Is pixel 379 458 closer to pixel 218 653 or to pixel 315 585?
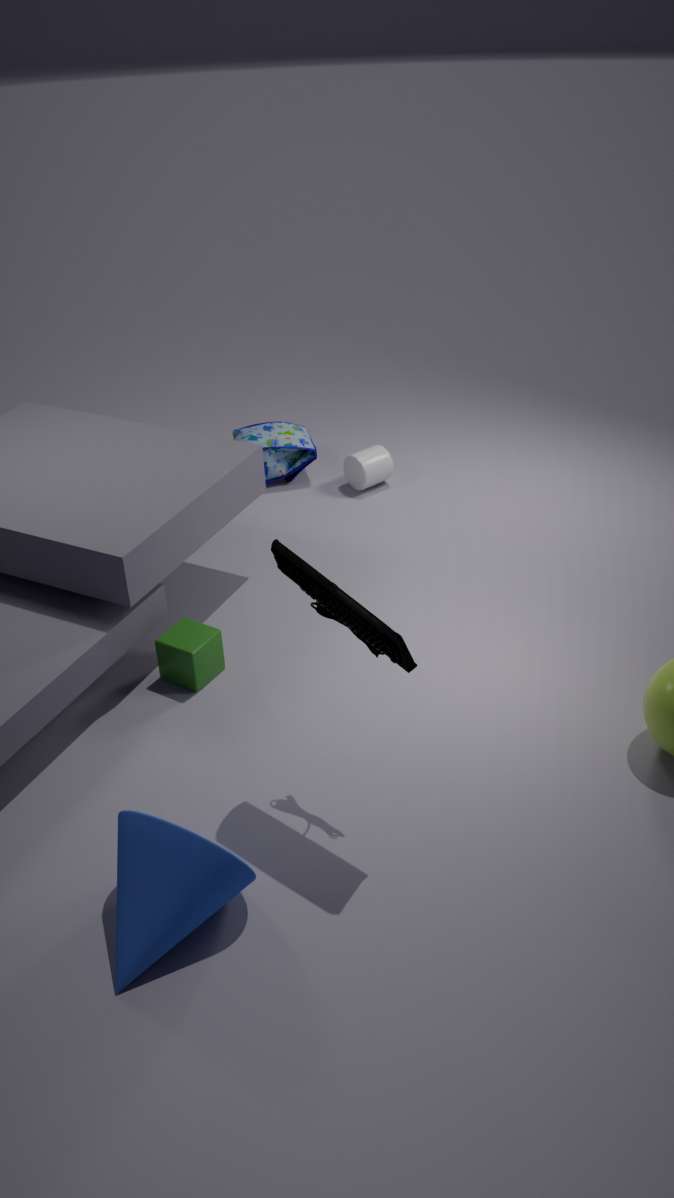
pixel 218 653
